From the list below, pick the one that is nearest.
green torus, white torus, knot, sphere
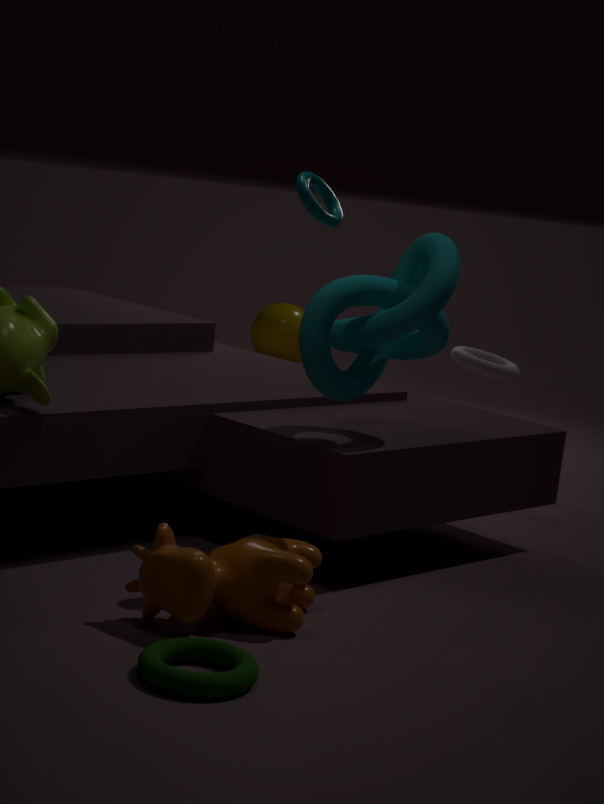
green torus
